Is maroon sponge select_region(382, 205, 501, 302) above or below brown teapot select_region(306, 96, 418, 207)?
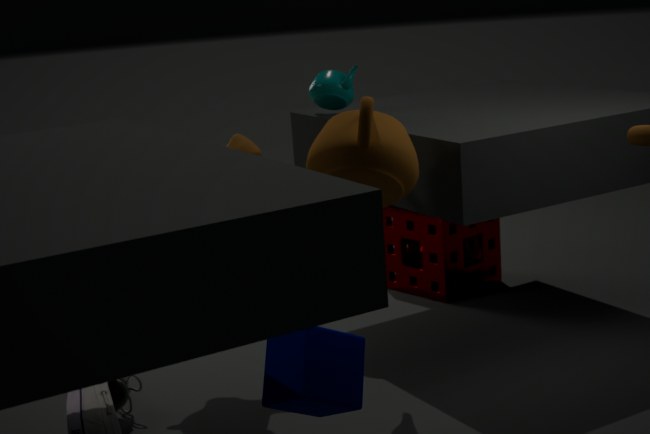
below
